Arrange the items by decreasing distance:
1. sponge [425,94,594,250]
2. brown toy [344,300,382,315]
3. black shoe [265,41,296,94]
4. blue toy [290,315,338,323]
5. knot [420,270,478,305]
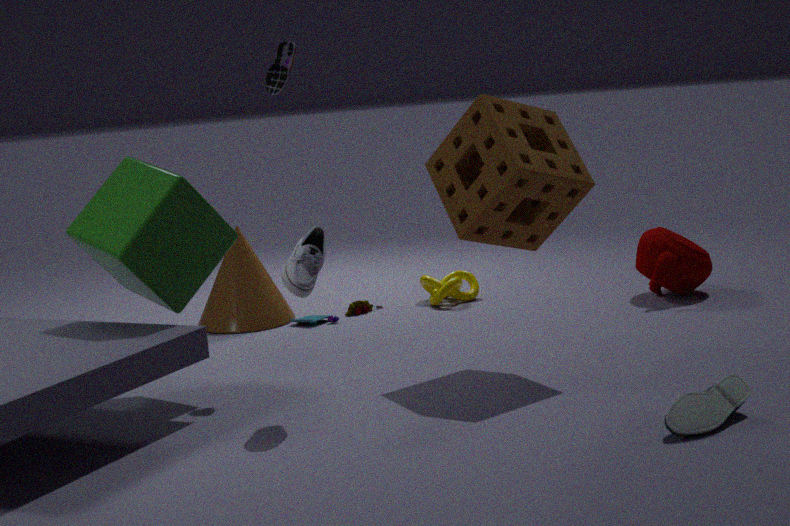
brown toy [344,300,382,315]
knot [420,270,478,305]
blue toy [290,315,338,323]
black shoe [265,41,296,94]
sponge [425,94,594,250]
